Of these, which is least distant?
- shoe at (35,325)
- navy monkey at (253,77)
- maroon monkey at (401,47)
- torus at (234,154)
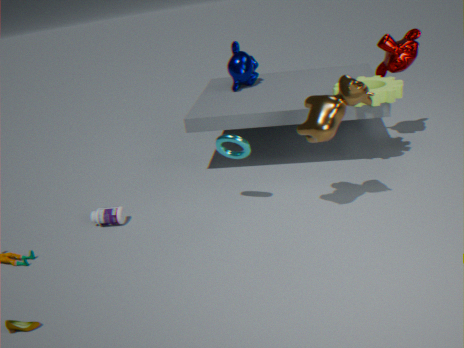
shoe at (35,325)
